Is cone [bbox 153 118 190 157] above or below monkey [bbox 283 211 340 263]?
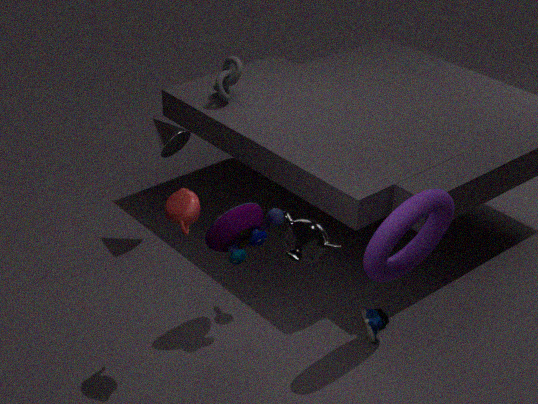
below
